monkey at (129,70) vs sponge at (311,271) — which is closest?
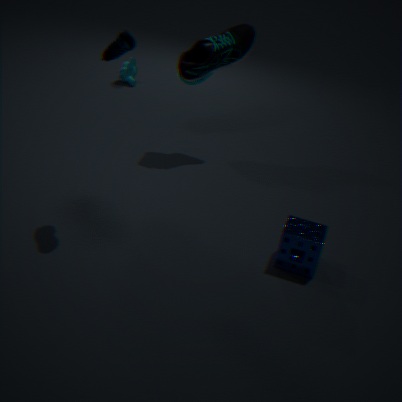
sponge at (311,271)
